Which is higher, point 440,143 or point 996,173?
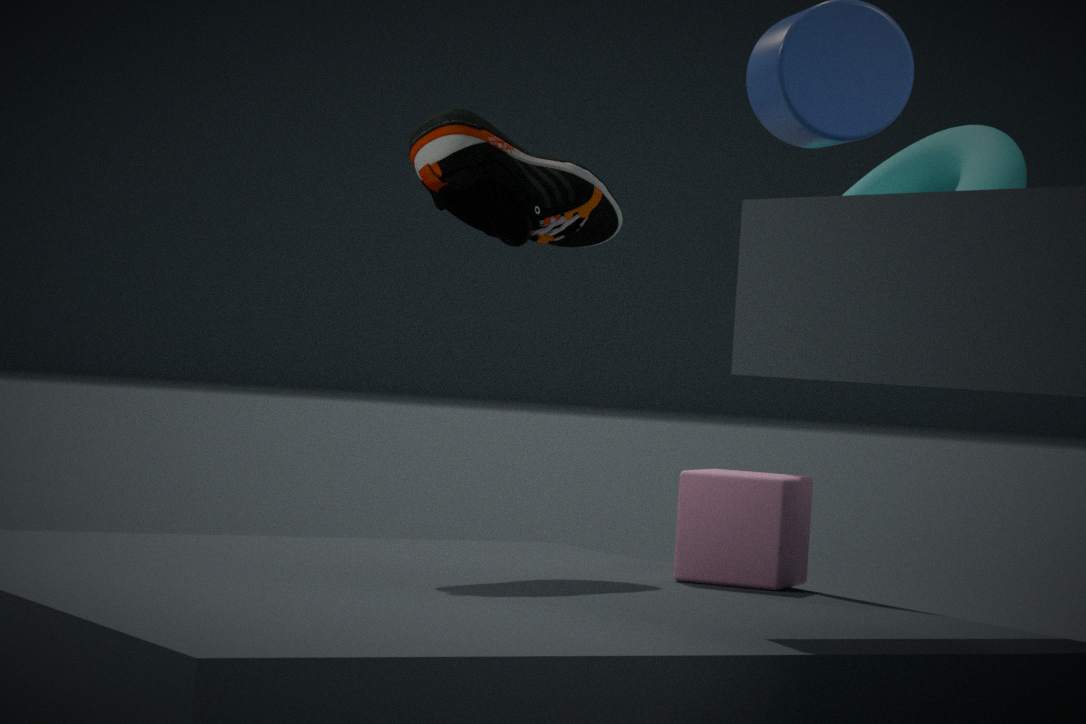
point 440,143
